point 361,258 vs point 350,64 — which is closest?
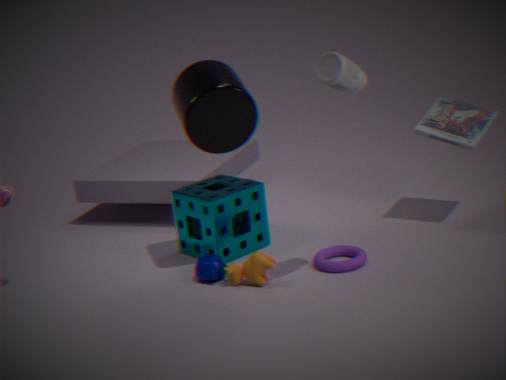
point 350,64
